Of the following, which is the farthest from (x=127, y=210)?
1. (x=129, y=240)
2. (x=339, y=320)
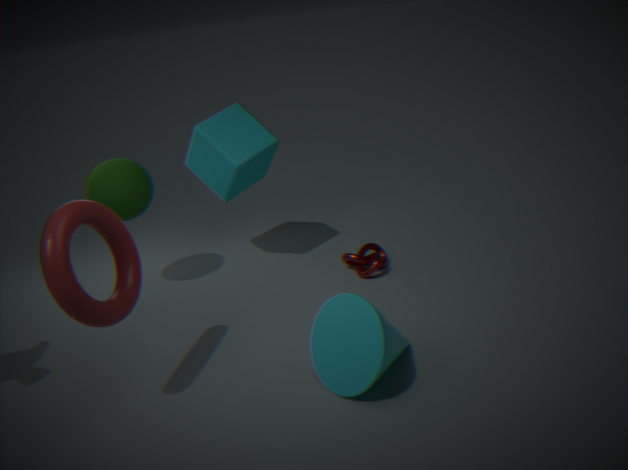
(x=339, y=320)
